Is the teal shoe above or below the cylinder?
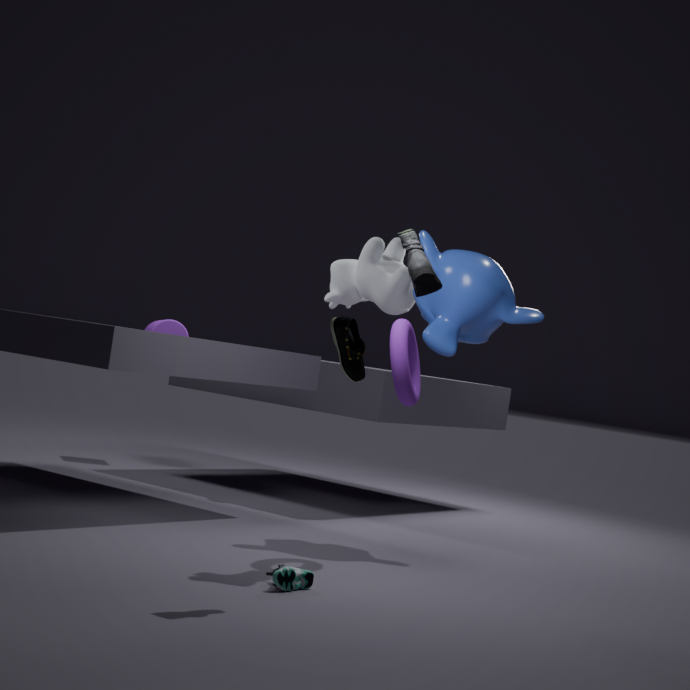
below
